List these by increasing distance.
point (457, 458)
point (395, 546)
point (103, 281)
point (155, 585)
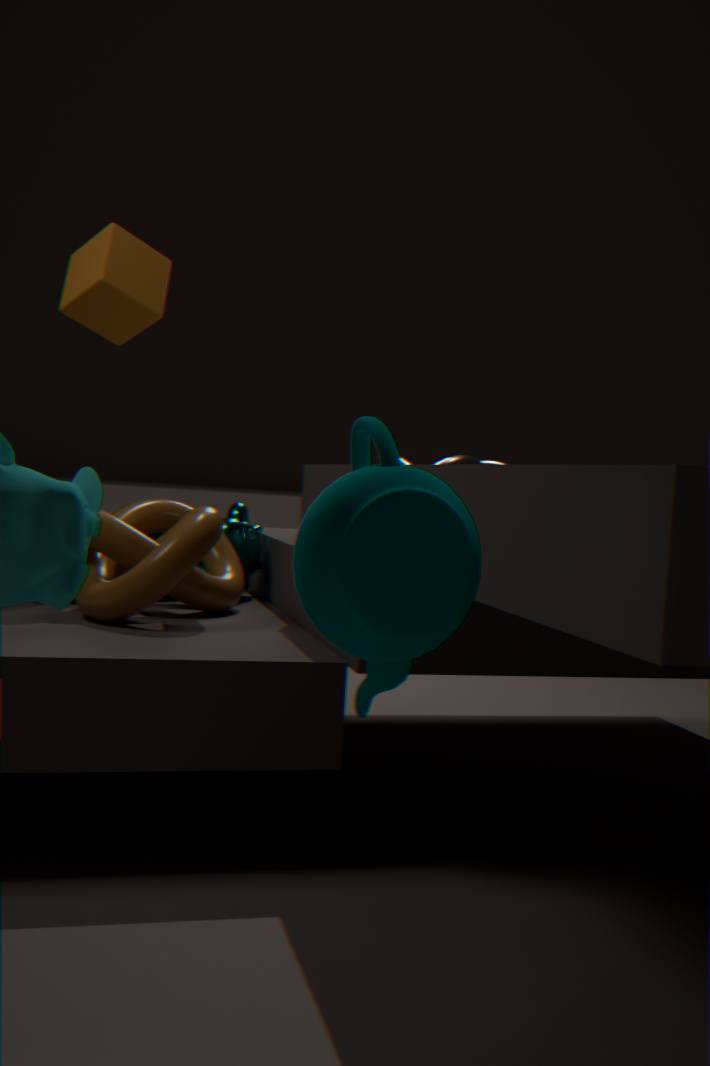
point (395, 546)
point (155, 585)
point (103, 281)
point (457, 458)
